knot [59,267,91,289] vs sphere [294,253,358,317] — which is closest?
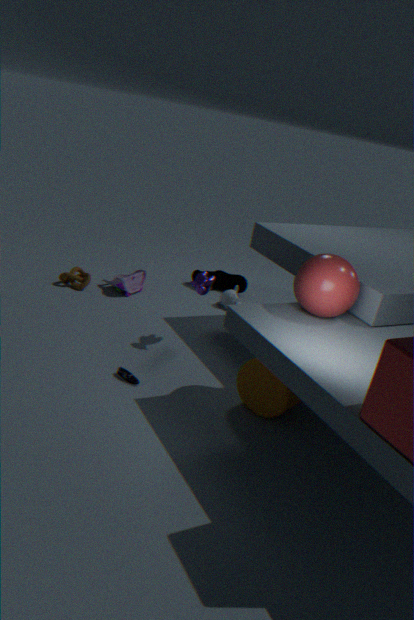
sphere [294,253,358,317]
